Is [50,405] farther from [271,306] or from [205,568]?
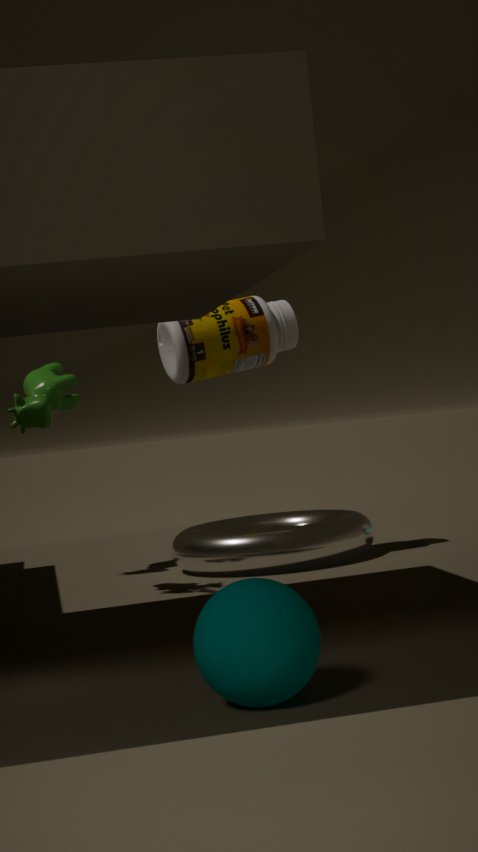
[205,568]
